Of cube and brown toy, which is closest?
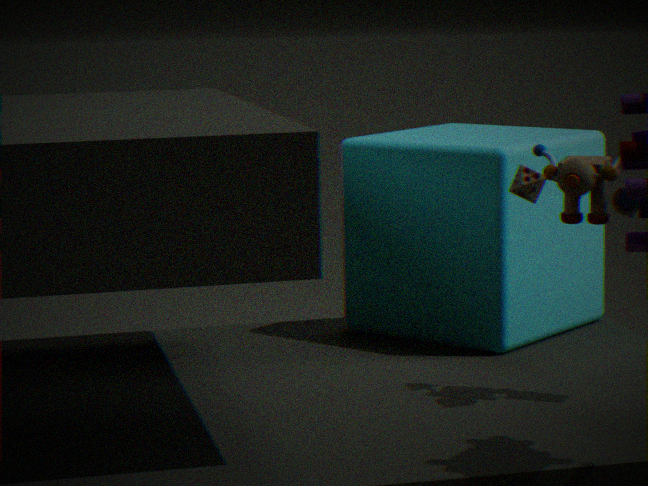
brown toy
